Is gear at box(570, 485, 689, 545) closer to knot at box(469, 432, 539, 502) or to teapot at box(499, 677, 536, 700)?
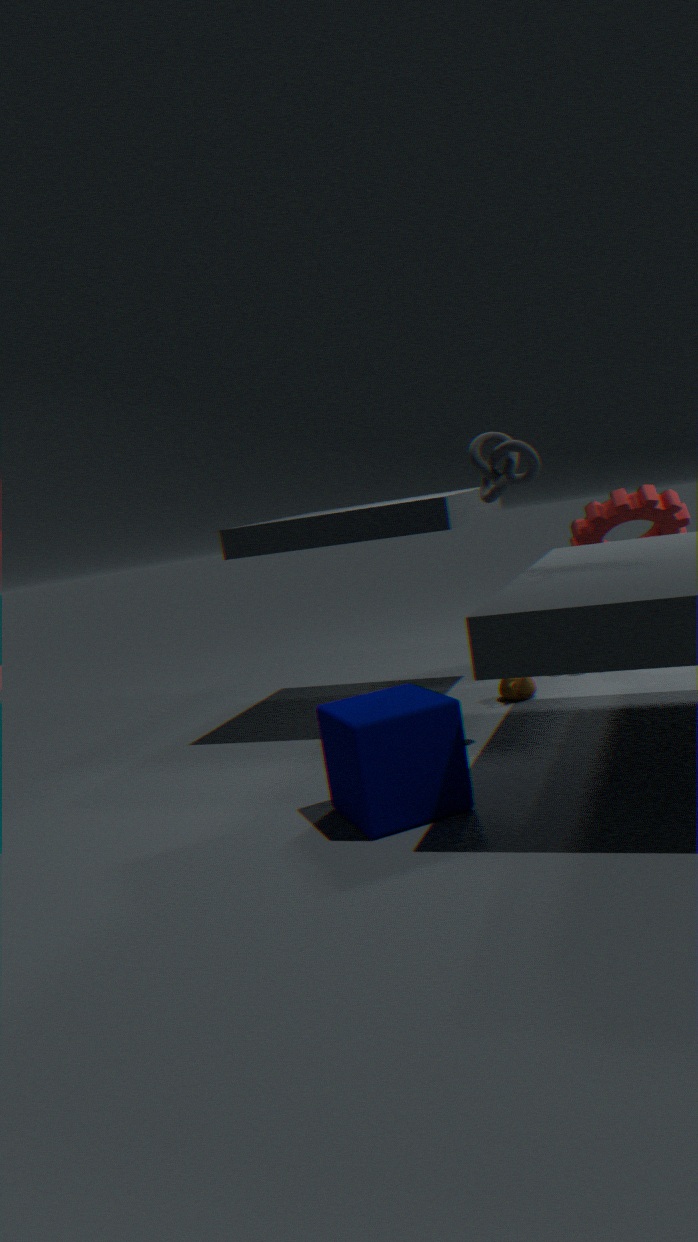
teapot at box(499, 677, 536, 700)
